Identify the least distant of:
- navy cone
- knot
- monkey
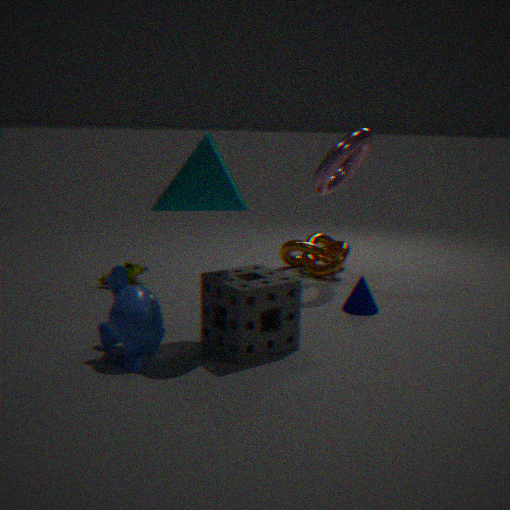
monkey
